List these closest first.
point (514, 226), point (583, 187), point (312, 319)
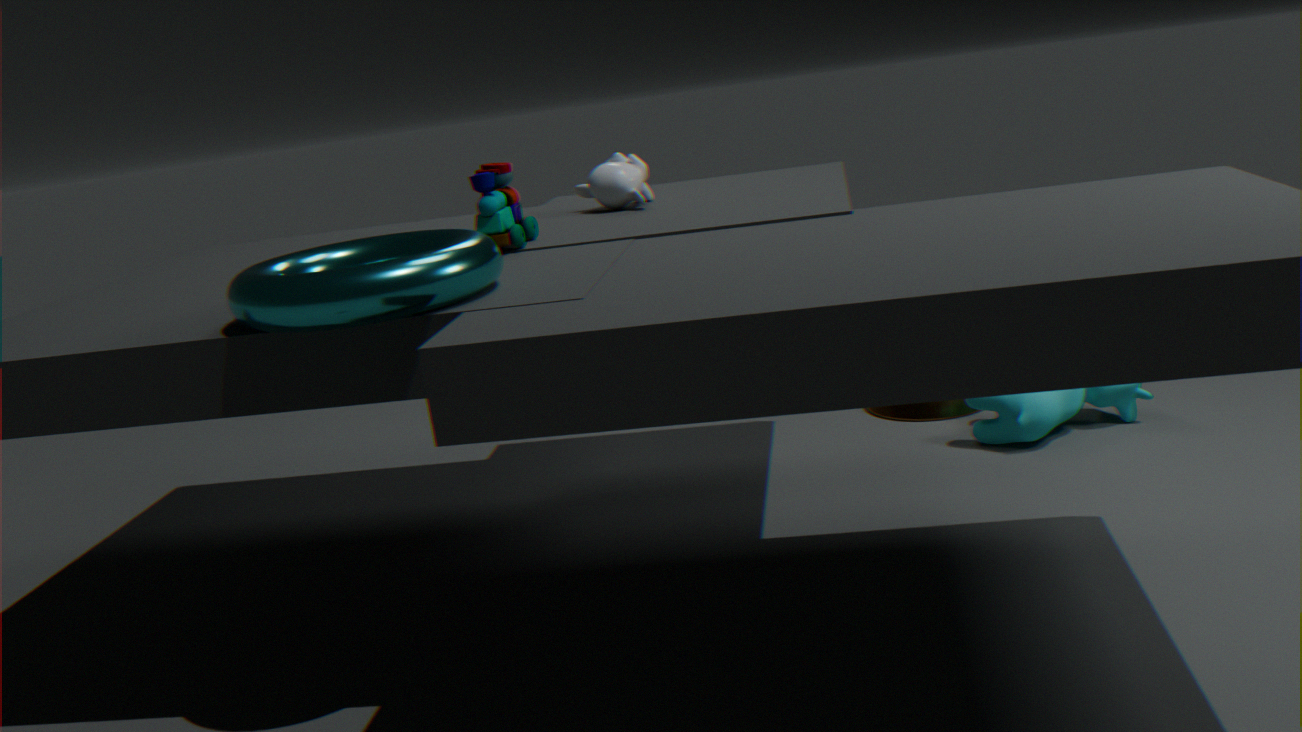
point (312, 319) < point (514, 226) < point (583, 187)
